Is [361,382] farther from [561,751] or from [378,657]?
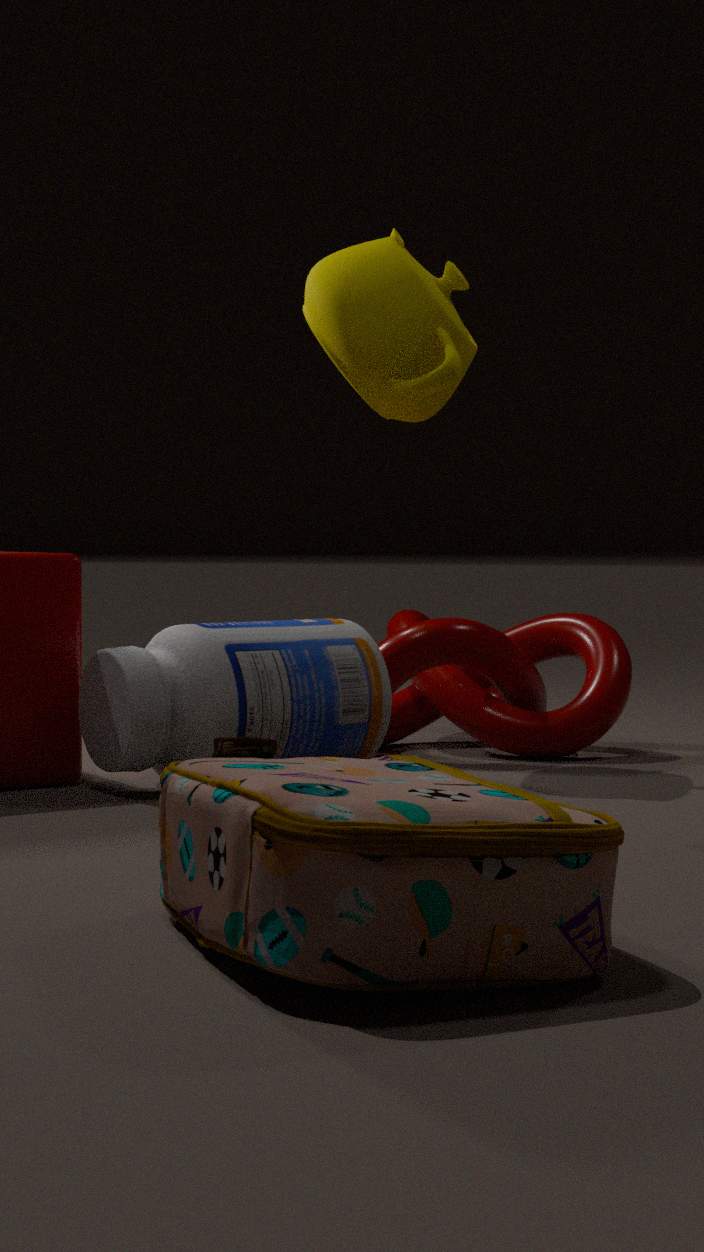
[378,657]
